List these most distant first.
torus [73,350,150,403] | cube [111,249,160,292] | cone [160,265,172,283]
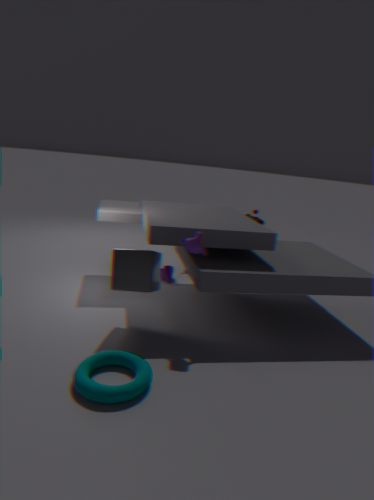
cone [160,265,172,283] < cube [111,249,160,292] < torus [73,350,150,403]
